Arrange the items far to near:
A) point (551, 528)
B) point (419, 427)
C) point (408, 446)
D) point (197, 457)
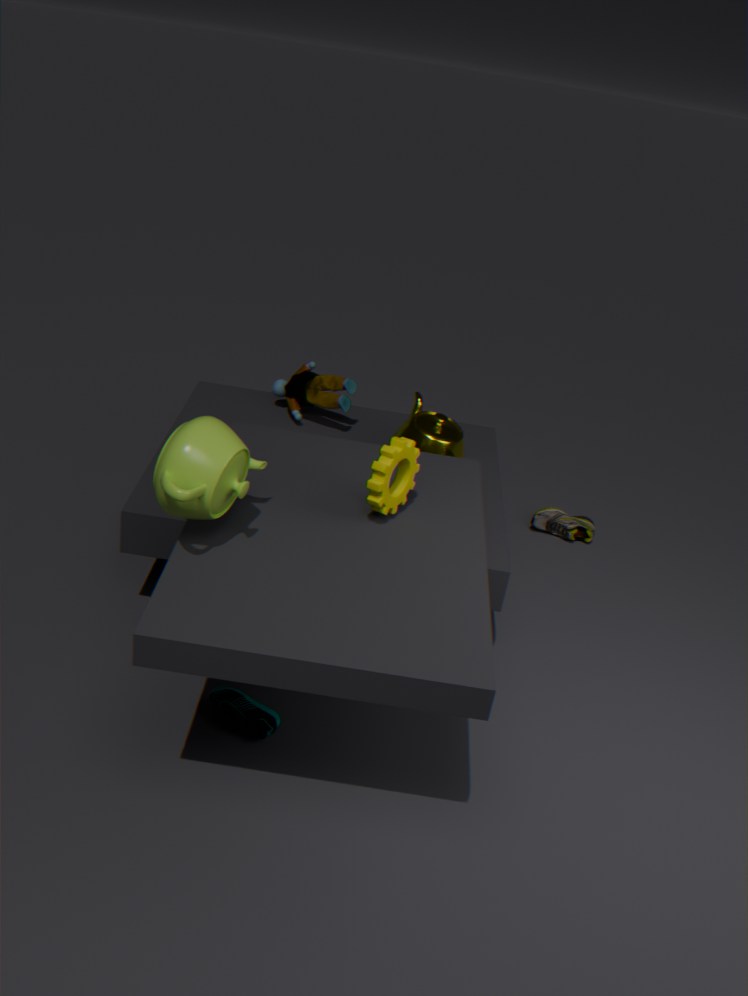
point (551, 528) < point (419, 427) < point (408, 446) < point (197, 457)
